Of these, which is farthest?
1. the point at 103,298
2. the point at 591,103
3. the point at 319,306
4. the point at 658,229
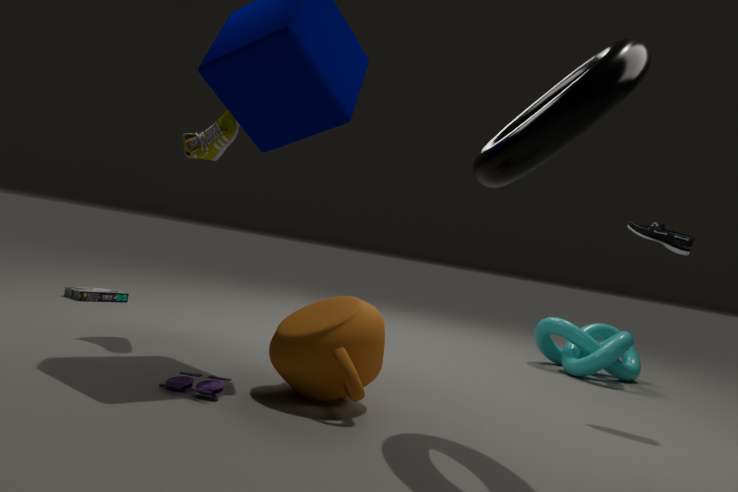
the point at 103,298
